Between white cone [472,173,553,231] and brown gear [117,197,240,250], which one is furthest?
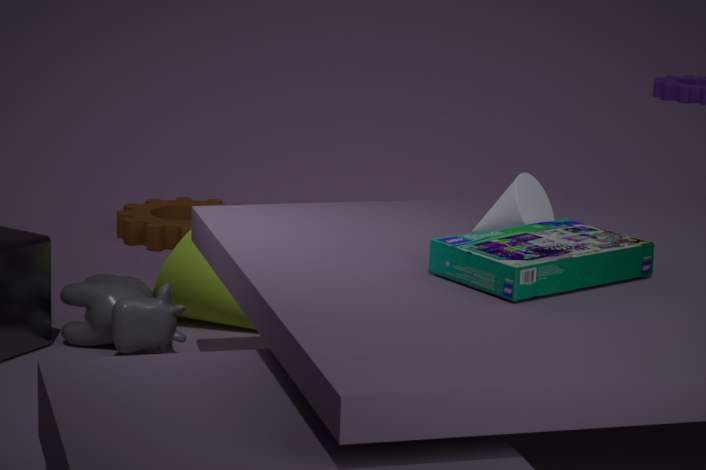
brown gear [117,197,240,250]
